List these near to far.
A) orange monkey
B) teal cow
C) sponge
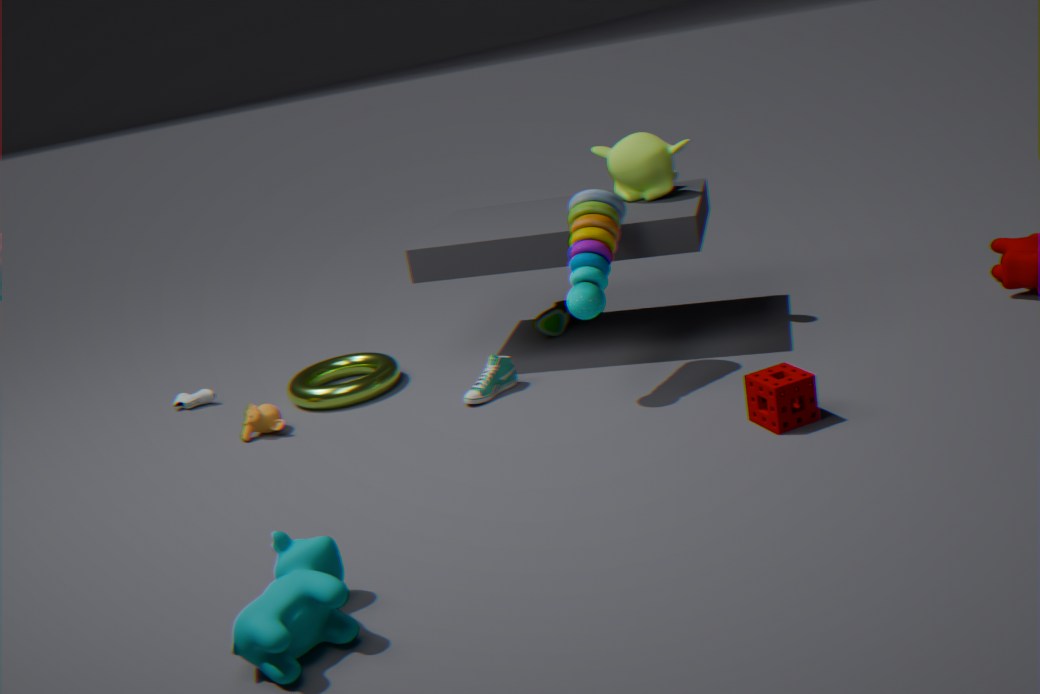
B. teal cow
C. sponge
A. orange monkey
